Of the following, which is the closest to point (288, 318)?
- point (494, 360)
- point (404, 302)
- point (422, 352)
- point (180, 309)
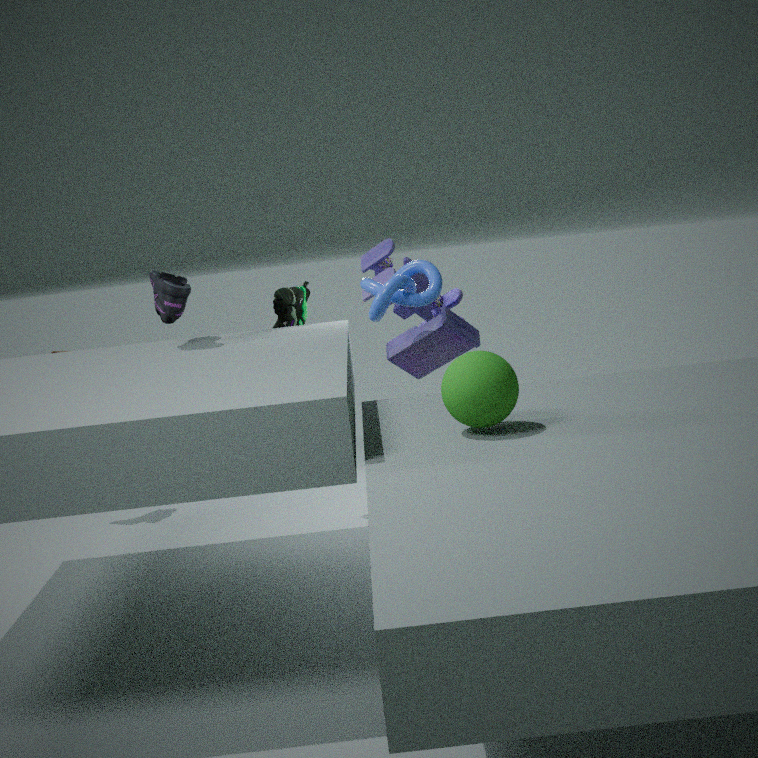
point (180, 309)
